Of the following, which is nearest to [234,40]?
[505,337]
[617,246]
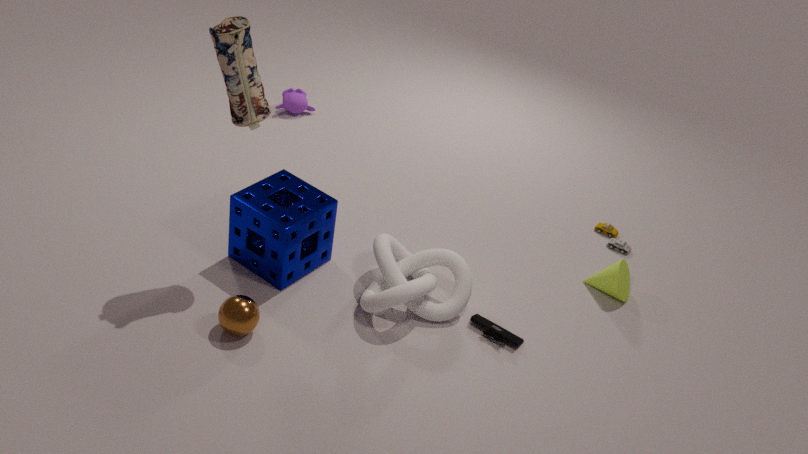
[505,337]
